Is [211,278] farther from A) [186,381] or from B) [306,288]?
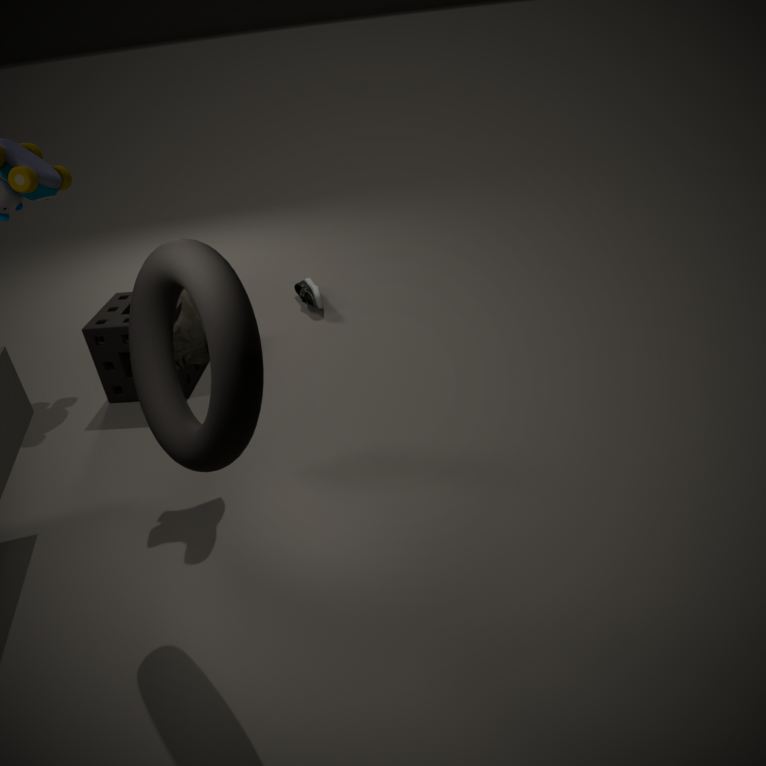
B) [306,288]
